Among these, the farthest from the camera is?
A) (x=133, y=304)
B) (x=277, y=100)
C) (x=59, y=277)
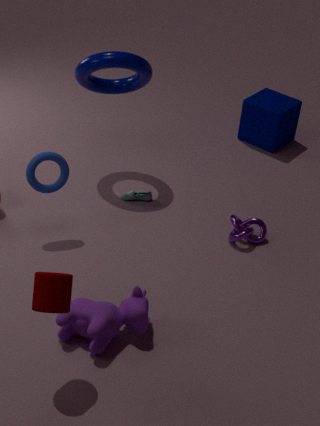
(x=277, y=100)
